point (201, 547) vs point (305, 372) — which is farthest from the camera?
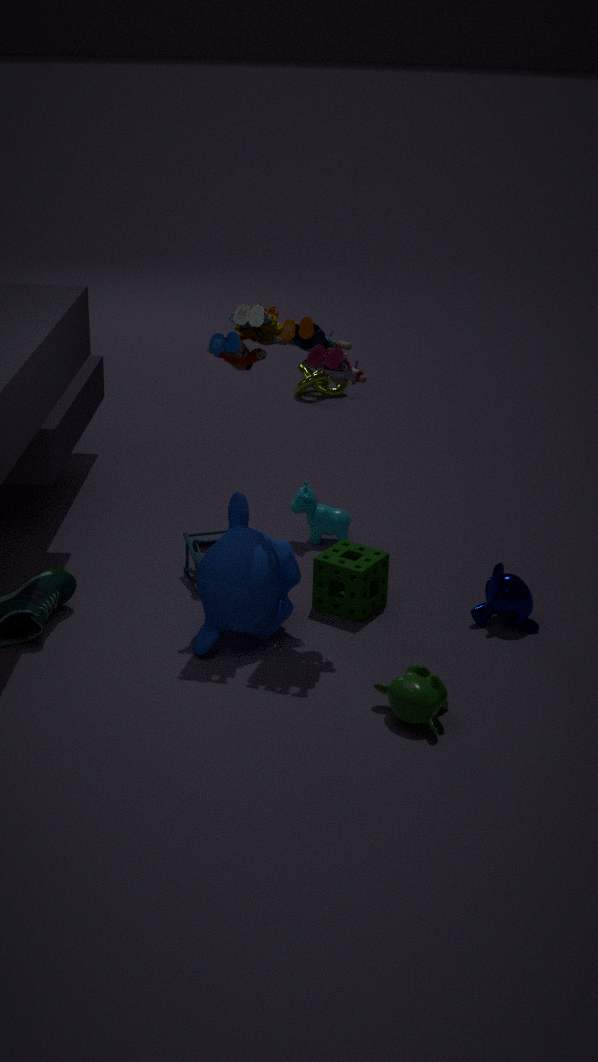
point (305, 372)
